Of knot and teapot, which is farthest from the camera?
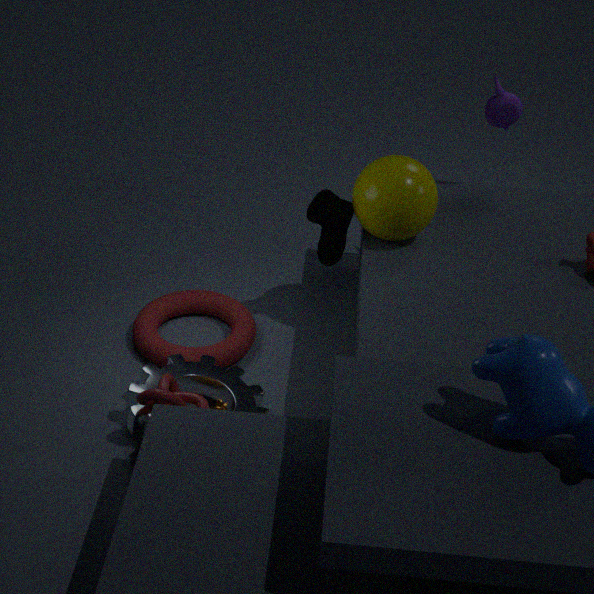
teapot
